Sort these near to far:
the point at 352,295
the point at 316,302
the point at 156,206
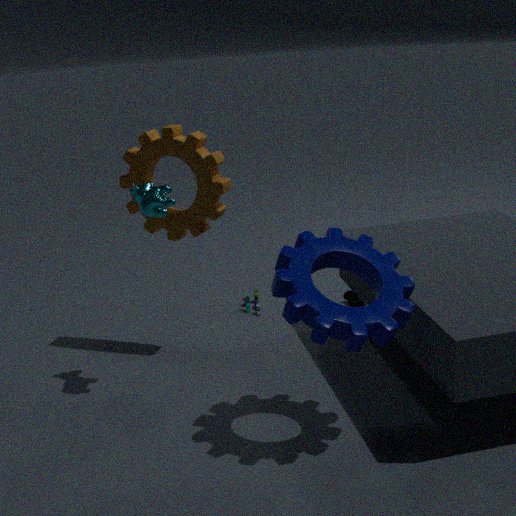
the point at 316,302, the point at 156,206, the point at 352,295
